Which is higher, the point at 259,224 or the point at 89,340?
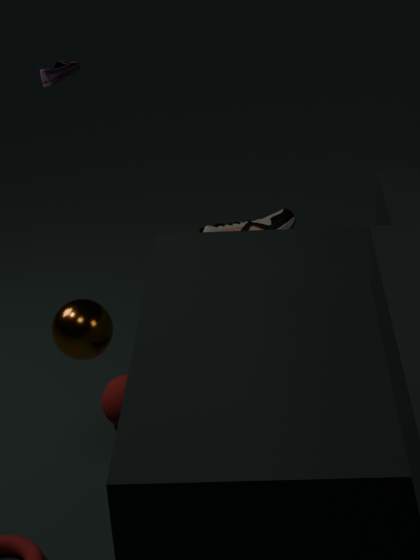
the point at 89,340
